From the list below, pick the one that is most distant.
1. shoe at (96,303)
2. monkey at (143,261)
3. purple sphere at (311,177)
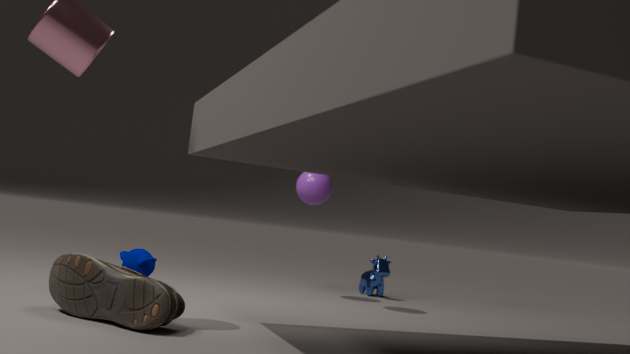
purple sphere at (311,177)
